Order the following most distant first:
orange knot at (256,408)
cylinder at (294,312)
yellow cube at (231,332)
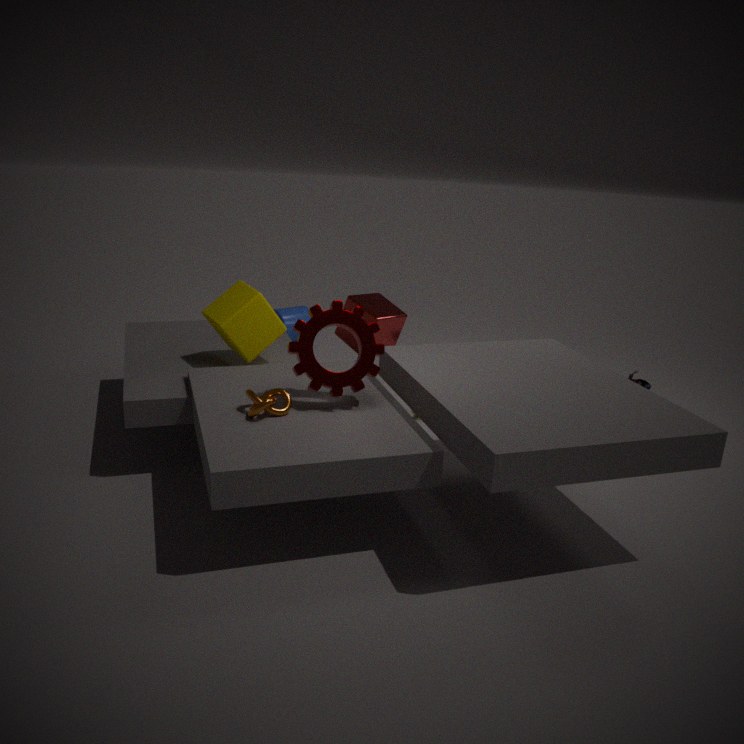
cylinder at (294,312) < yellow cube at (231,332) < orange knot at (256,408)
